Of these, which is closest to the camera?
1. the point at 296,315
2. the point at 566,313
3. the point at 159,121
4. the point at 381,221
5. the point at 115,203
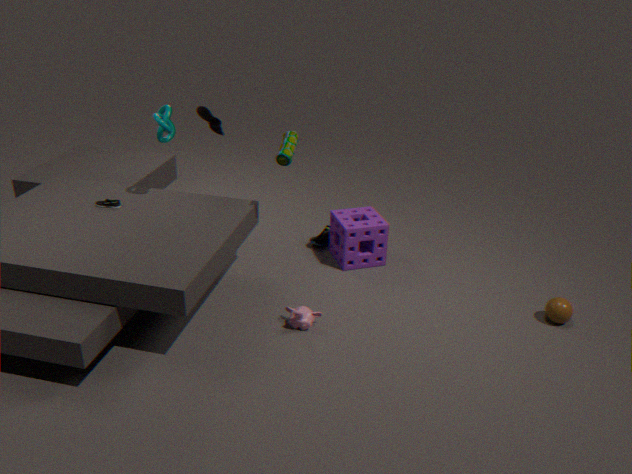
the point at 296,315
